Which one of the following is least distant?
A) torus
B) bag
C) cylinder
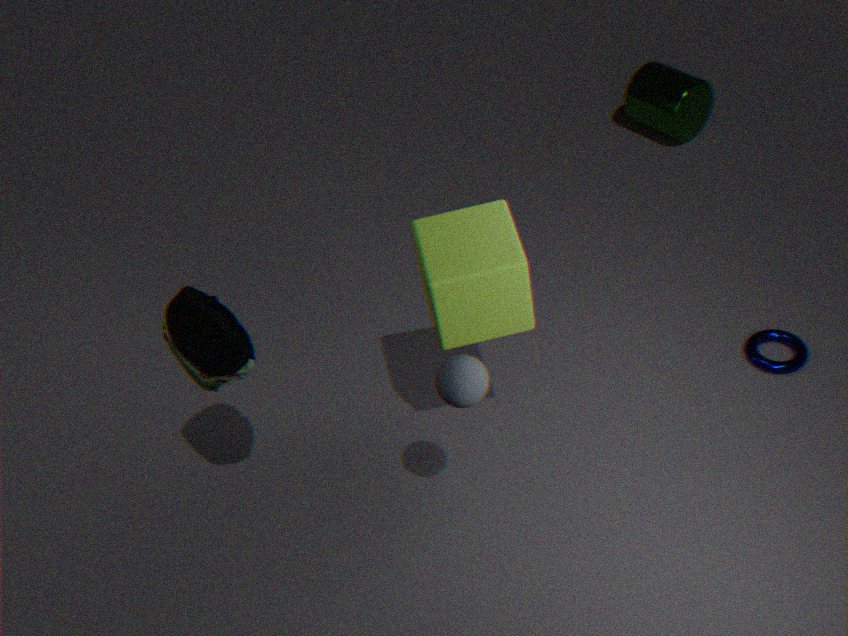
bag
